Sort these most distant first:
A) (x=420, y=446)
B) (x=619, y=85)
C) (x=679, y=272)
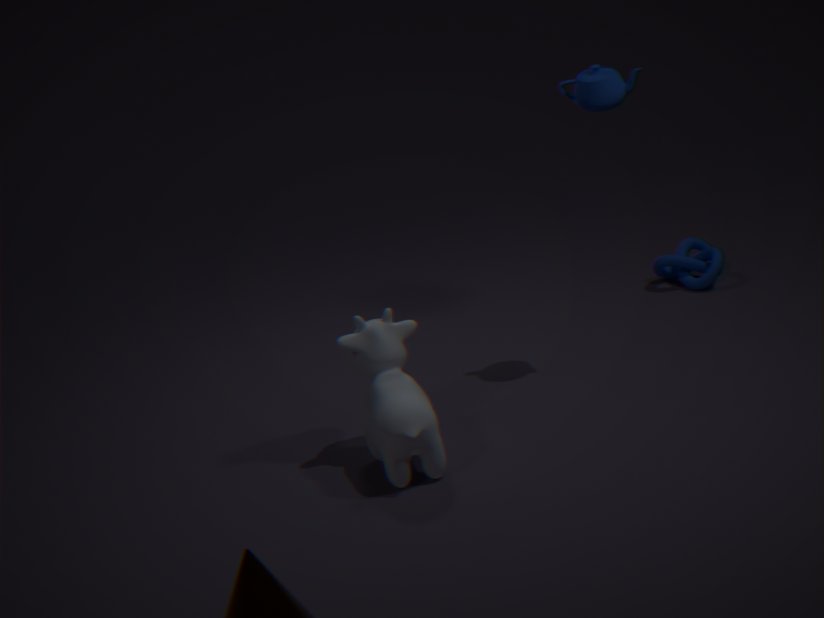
1. (x=679, y=272)
2. (x=619, y=85)
3. (x=420, y=446)
